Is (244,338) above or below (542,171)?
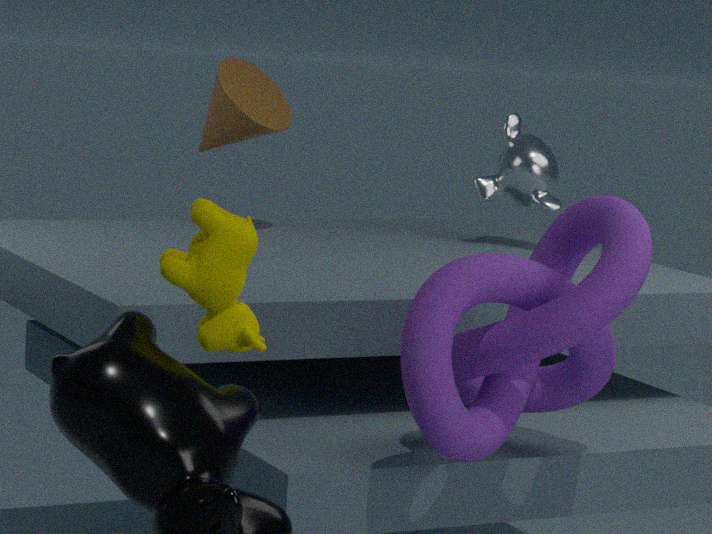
below
